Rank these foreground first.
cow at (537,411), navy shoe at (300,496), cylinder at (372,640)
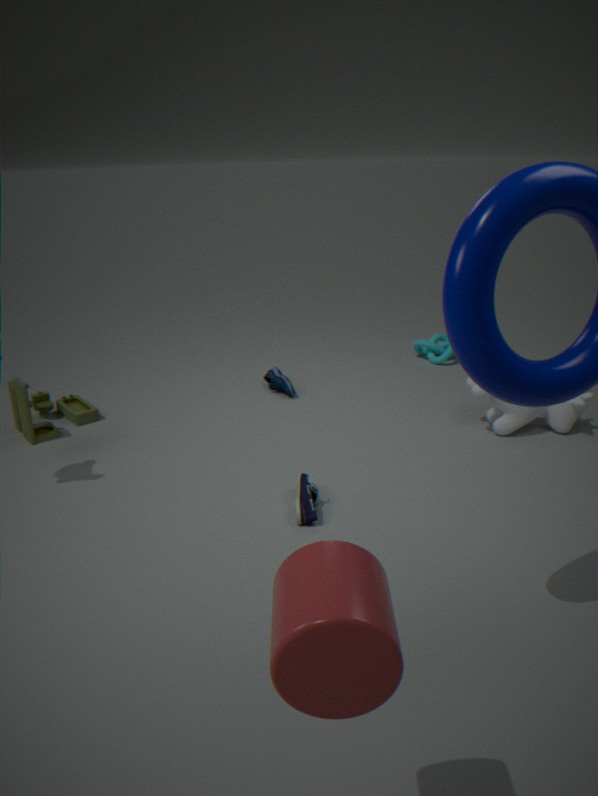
1. cylinder at (372,640)
2. navy shoe at (300,496)
3. cow at (537,411)
